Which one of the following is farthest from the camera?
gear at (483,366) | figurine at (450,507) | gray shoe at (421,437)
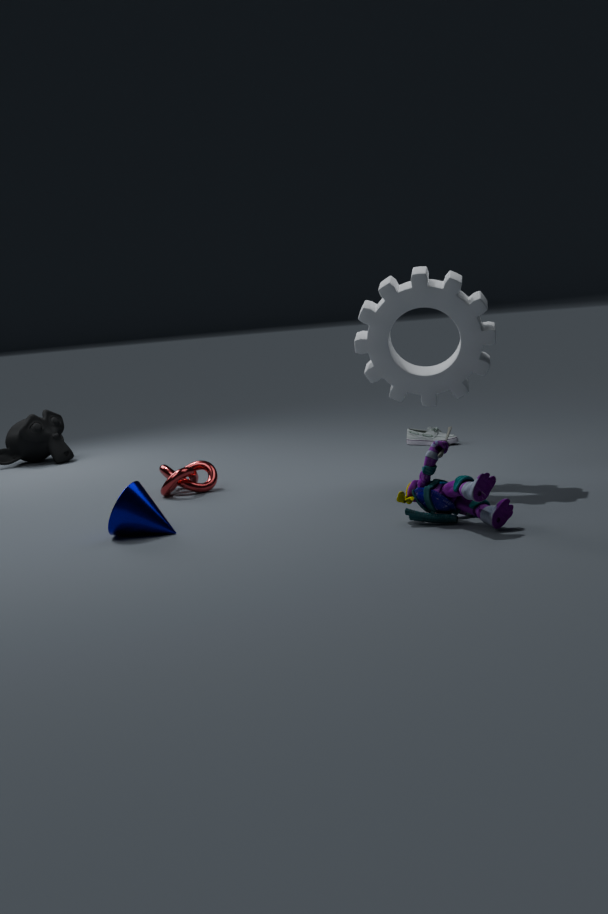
gray shoe at (421,437)
